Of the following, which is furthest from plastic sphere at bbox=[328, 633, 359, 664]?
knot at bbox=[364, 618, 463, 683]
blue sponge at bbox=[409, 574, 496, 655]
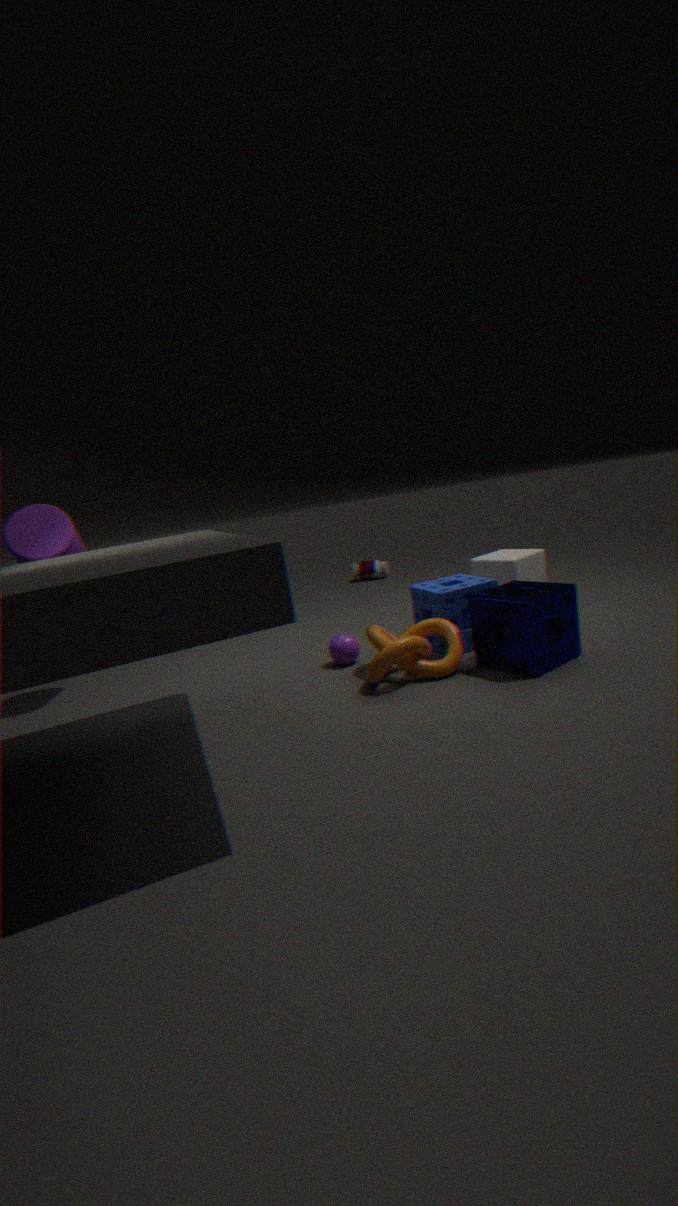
blue sponge at bbox=[409, 574, 496, 655]
